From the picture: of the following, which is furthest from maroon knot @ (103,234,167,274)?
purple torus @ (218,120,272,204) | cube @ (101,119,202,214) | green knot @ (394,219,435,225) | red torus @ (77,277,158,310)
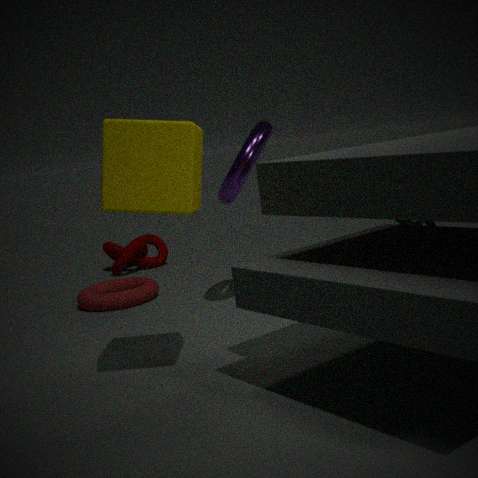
green knot @ (394,219,435,225)
